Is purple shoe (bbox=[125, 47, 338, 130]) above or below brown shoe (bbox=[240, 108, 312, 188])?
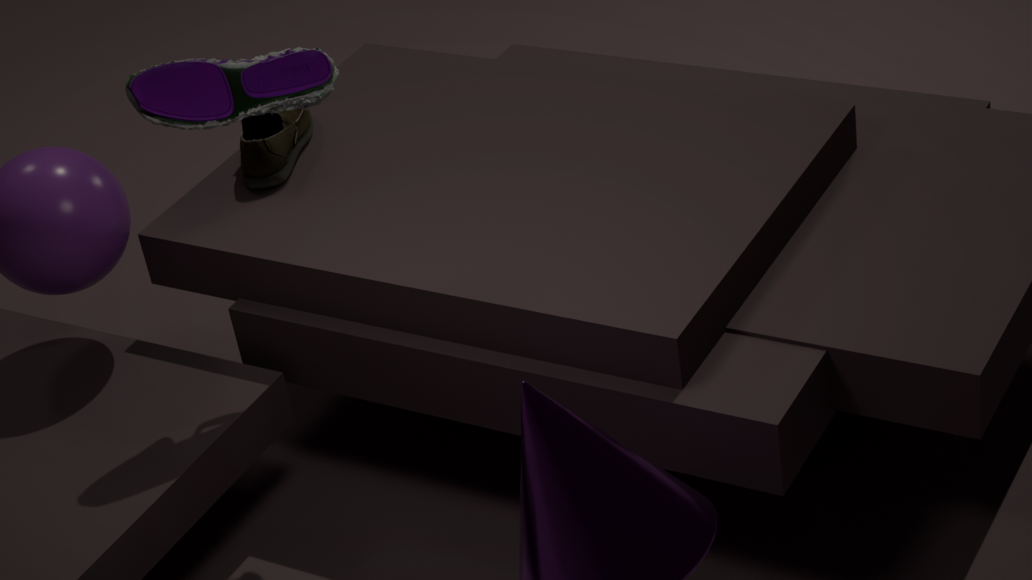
above
